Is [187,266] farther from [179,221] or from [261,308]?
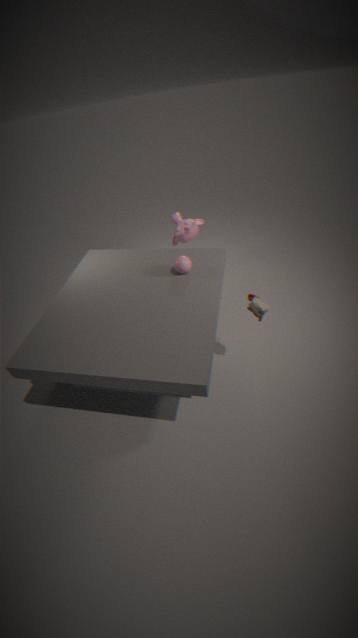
[179,221]
